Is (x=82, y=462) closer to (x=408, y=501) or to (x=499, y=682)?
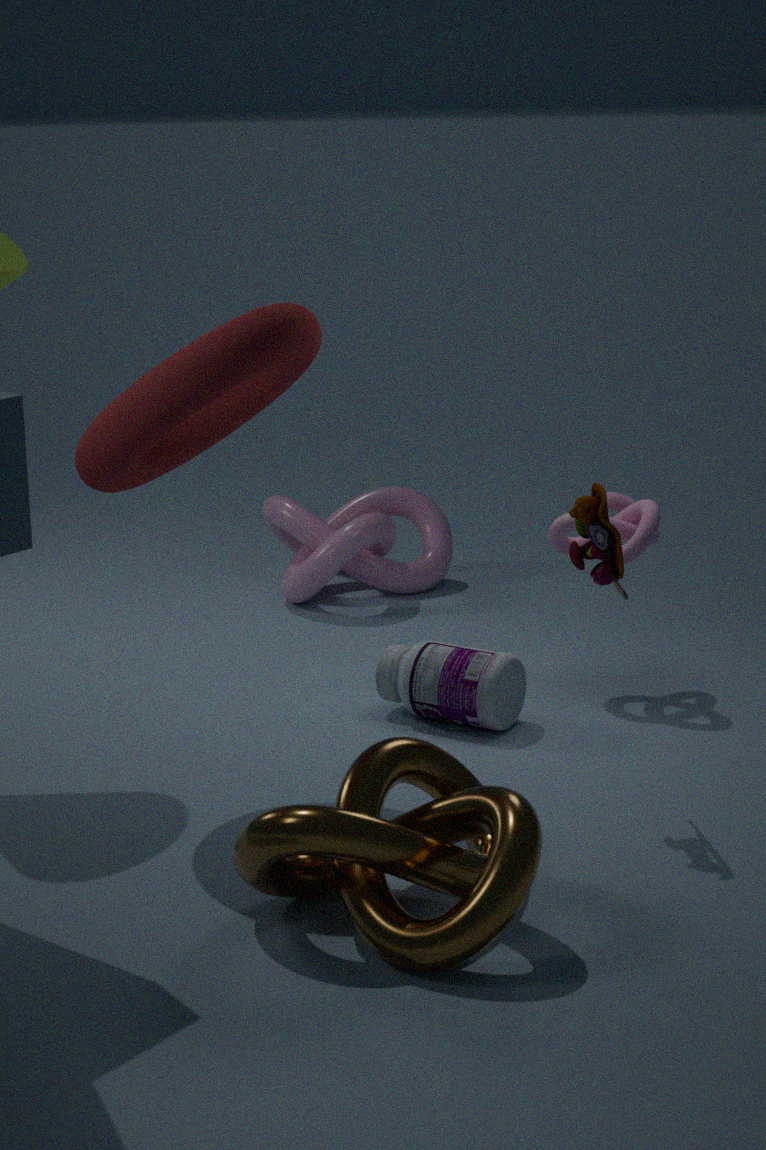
(x=499, y=682)
